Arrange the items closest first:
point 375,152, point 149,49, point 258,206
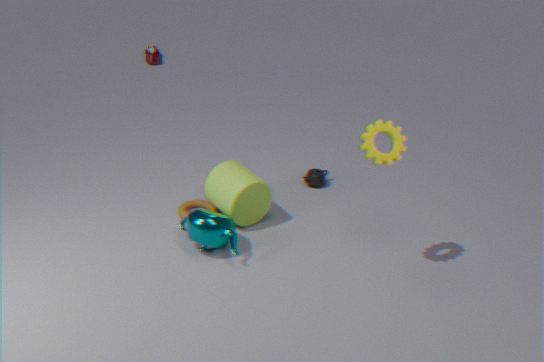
1. point 375,152
2. point 258,206
3. point 149,49
